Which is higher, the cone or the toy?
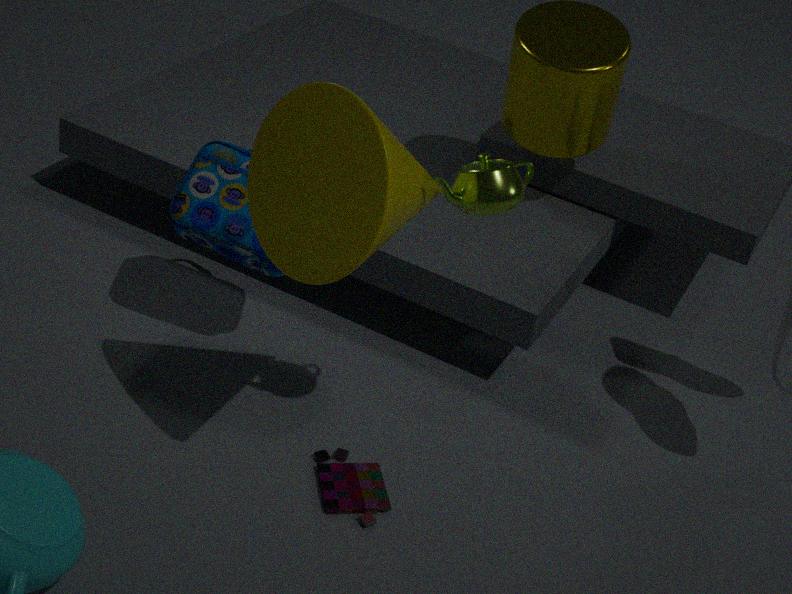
the cone
